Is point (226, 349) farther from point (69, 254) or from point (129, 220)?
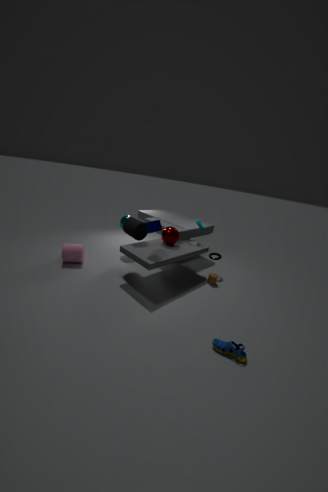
point (69, 254)
